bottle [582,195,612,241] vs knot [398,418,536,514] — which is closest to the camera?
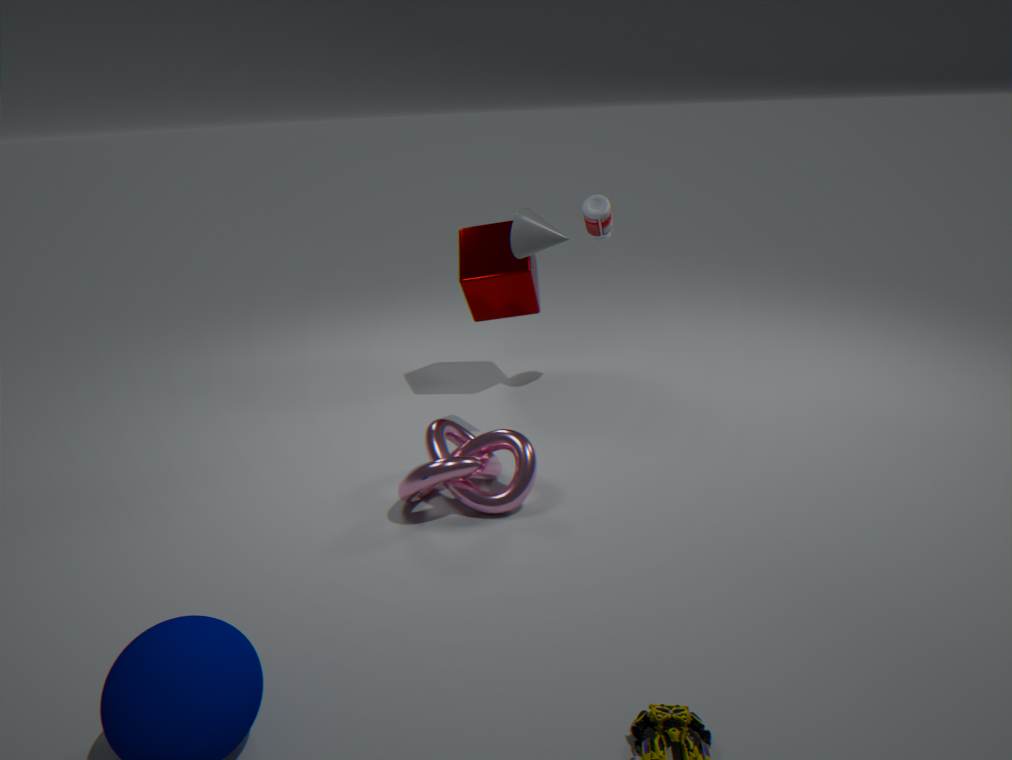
knot [398,418,536,514]
